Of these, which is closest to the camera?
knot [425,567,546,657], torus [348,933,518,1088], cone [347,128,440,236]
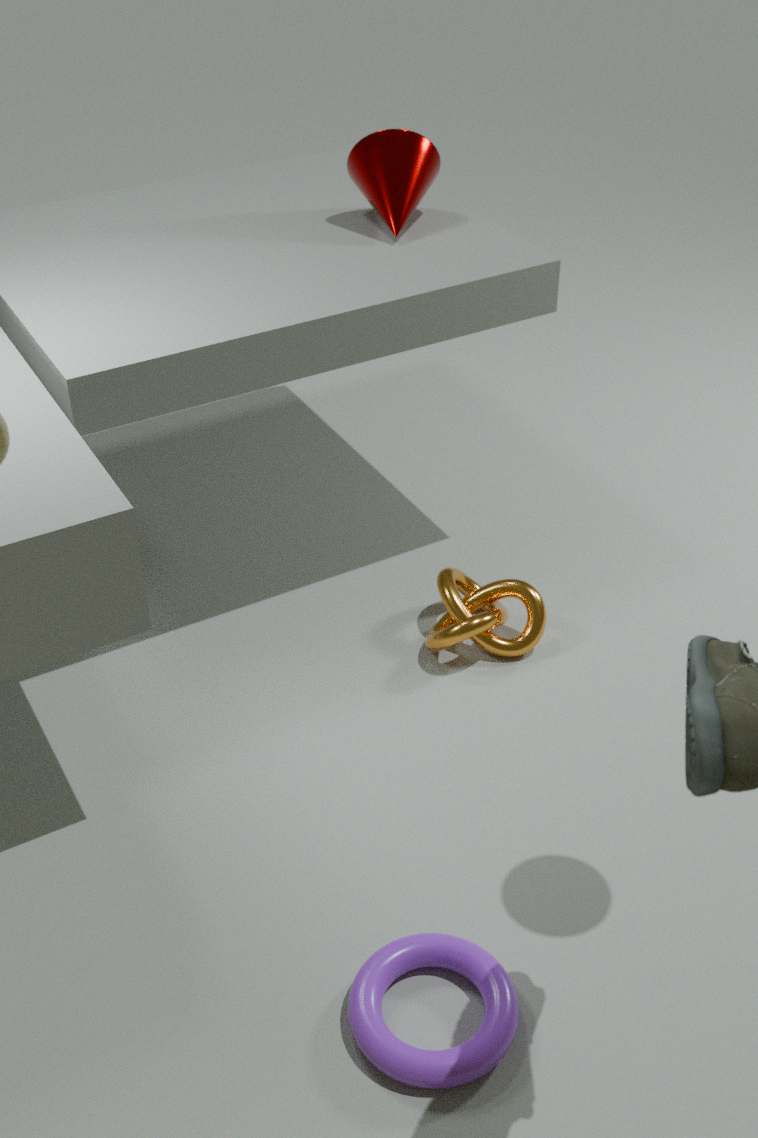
torus [348,933,518,1088]
